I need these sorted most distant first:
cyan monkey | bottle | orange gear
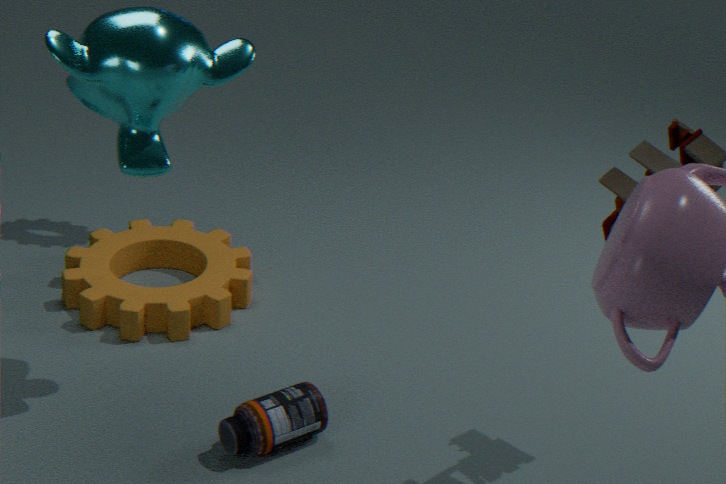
orange gear → bottle → cyan monkey
